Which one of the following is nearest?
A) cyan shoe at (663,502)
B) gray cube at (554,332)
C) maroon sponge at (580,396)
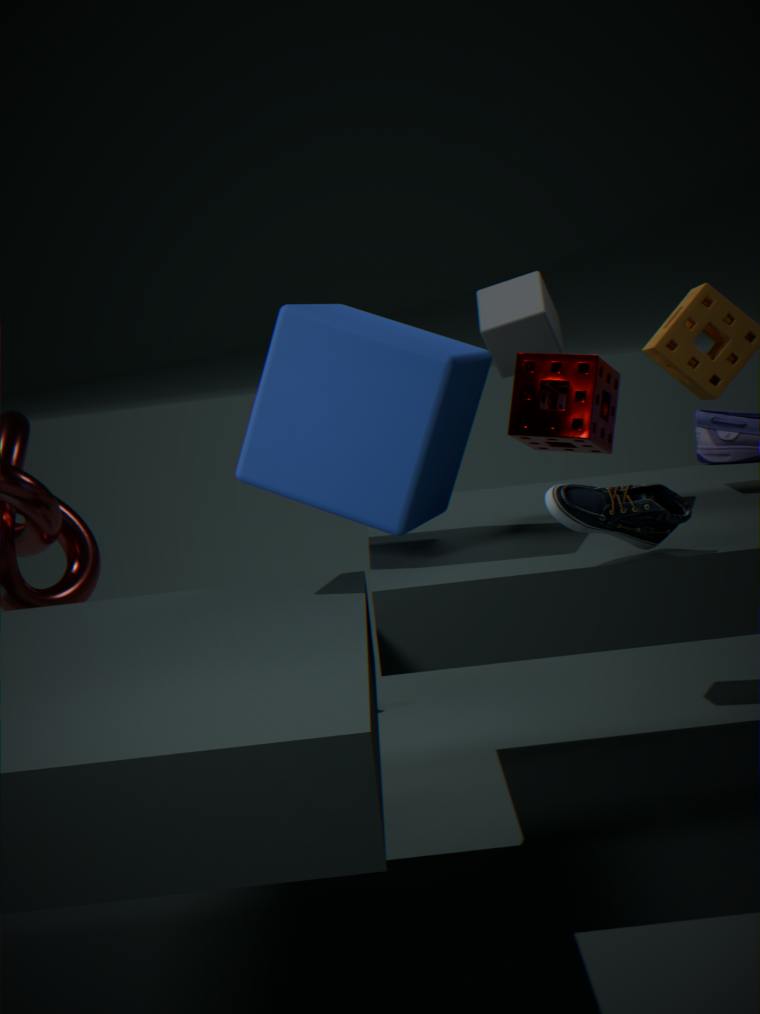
cyan shoe at (663,502)
